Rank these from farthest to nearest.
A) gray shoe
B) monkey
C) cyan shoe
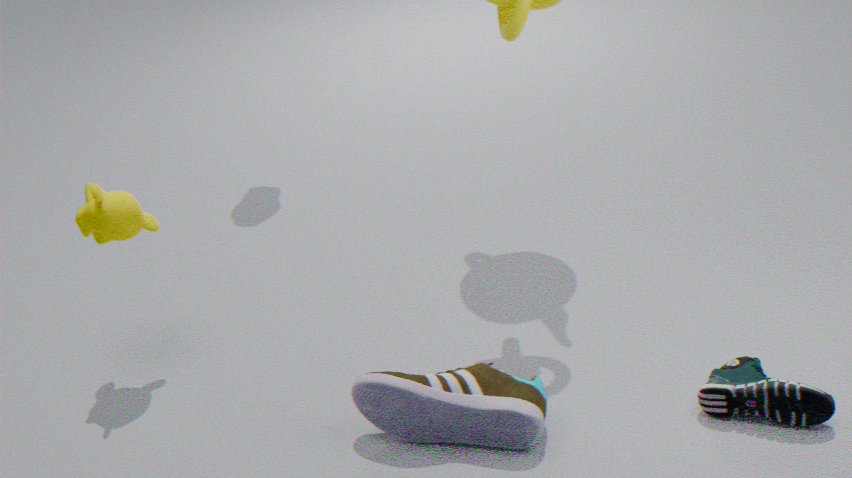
1. monkey
2. gray shoe
3. cyan shoe
